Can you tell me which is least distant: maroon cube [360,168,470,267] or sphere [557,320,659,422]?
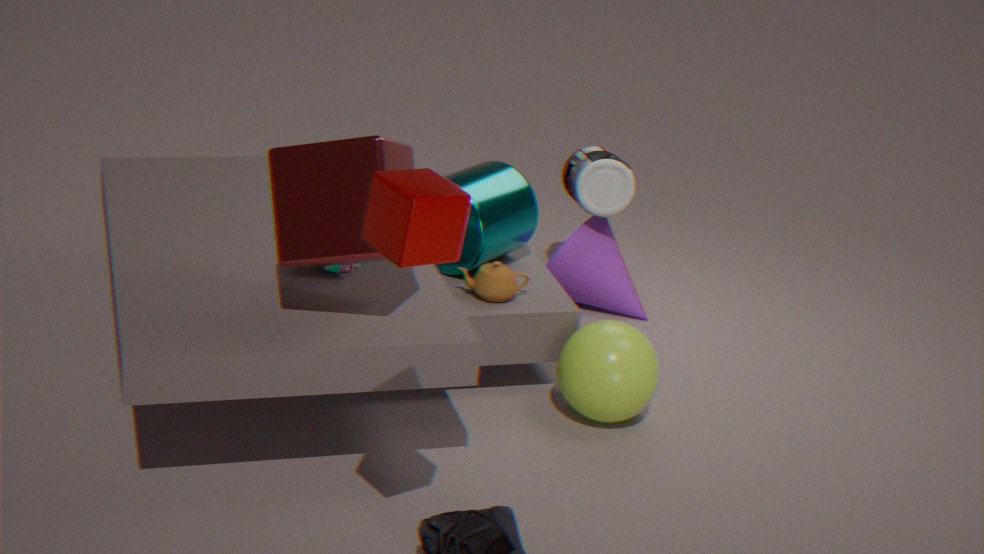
maroon cube [360,168,470,267]
